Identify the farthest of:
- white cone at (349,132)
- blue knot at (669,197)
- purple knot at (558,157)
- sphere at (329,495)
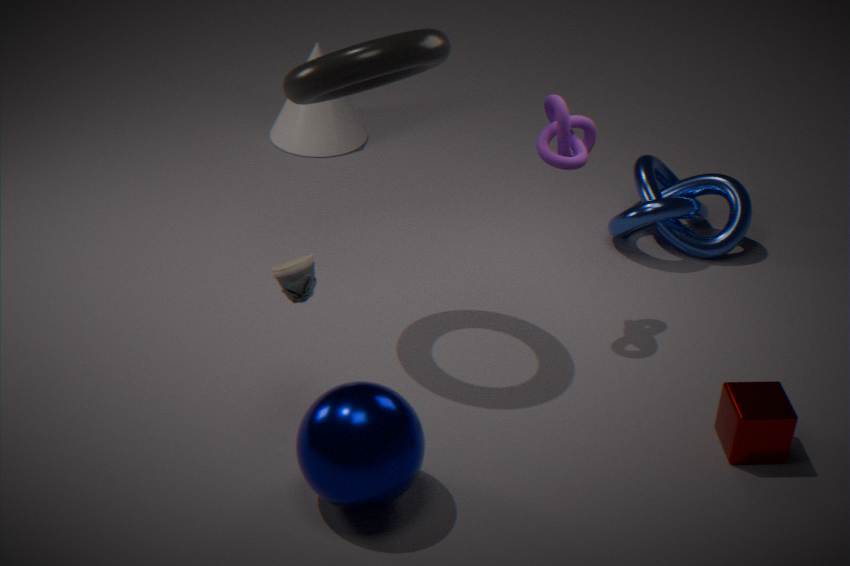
white cone at (349,132)
